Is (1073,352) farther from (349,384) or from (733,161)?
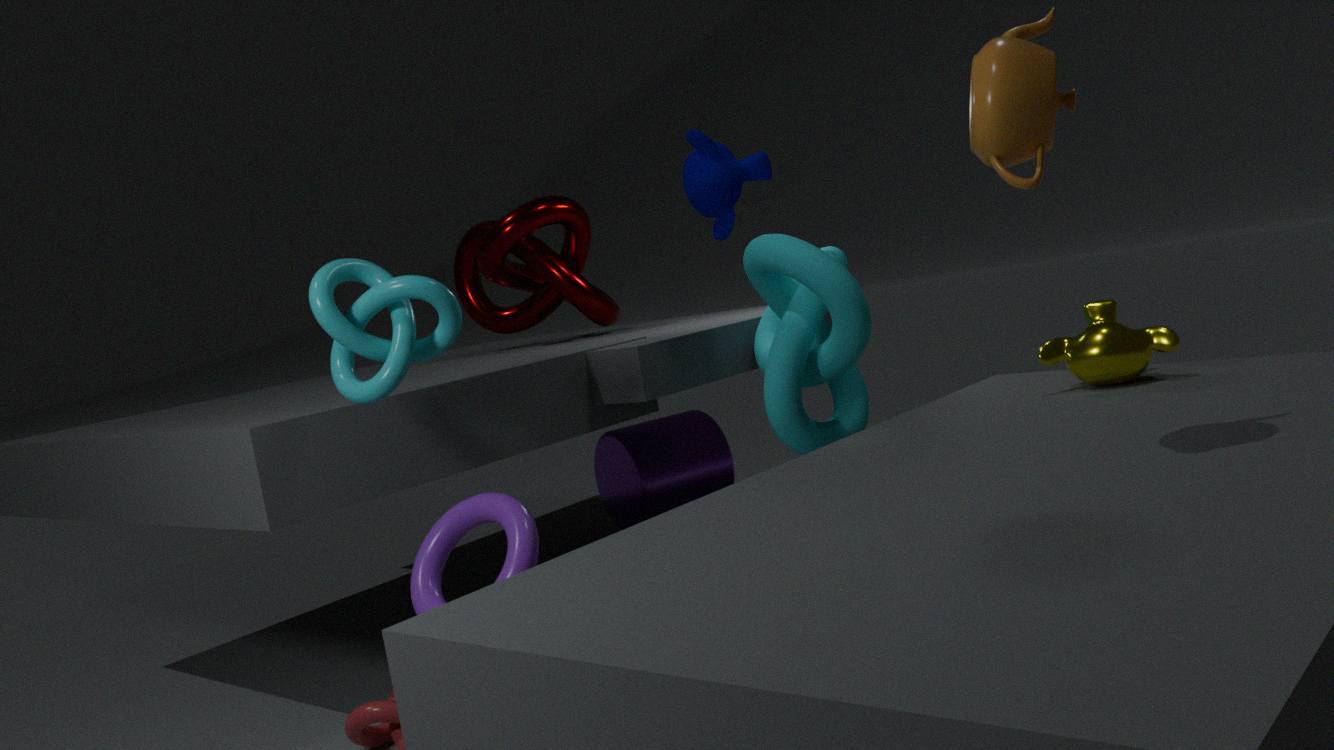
(349,384)
